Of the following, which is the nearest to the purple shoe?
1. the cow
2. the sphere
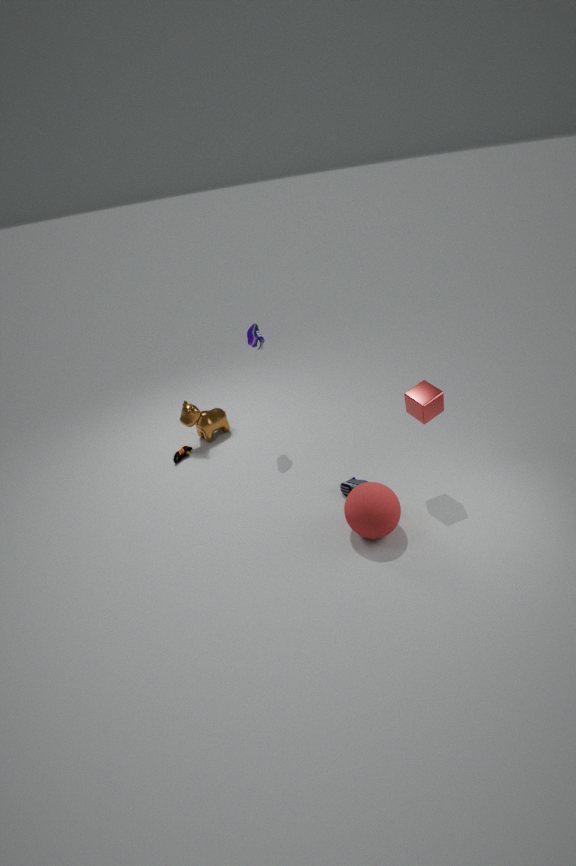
the cow
